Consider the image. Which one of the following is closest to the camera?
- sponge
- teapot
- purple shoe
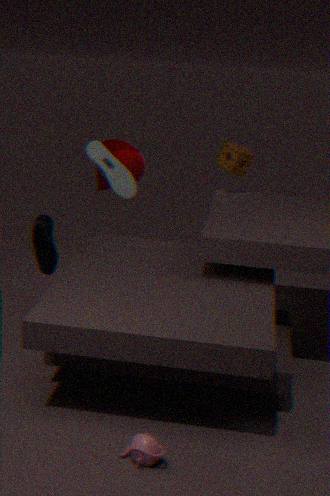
teapot
